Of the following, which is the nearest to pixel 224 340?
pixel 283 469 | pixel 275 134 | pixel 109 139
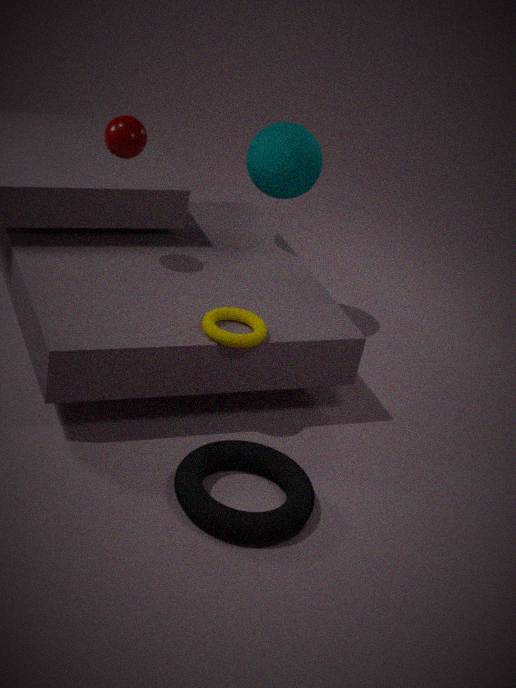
pixel 283 469
